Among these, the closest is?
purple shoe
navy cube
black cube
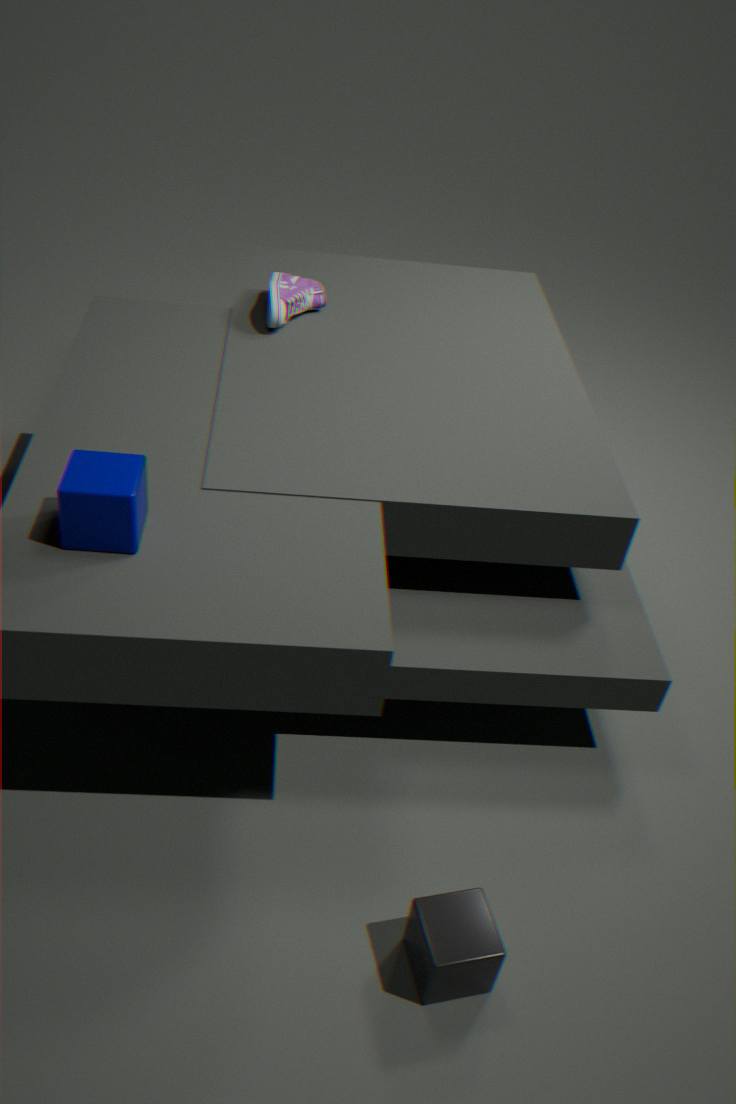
black cube
